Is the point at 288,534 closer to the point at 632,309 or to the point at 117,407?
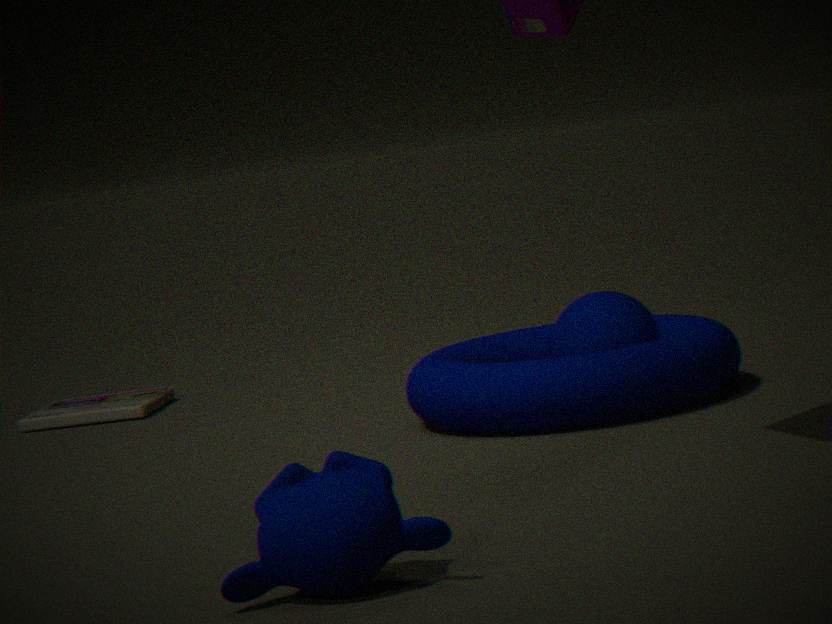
the point at 632,309
